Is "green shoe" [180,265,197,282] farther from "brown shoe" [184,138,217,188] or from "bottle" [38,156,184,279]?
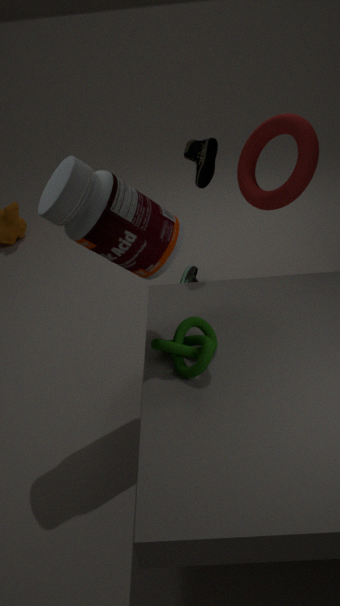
"bottle" [38,156,184,279]
